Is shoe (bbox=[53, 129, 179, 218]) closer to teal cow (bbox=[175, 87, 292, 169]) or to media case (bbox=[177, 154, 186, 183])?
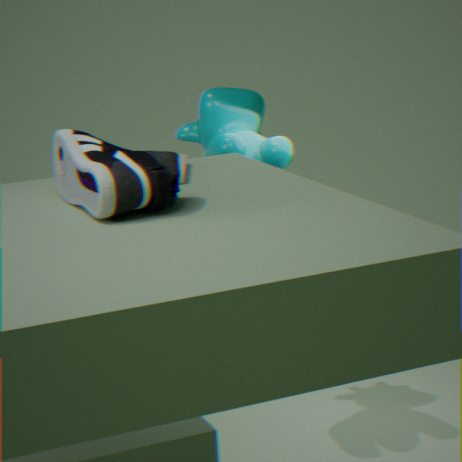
media case (bbox=[177, 154, 186, 183])
